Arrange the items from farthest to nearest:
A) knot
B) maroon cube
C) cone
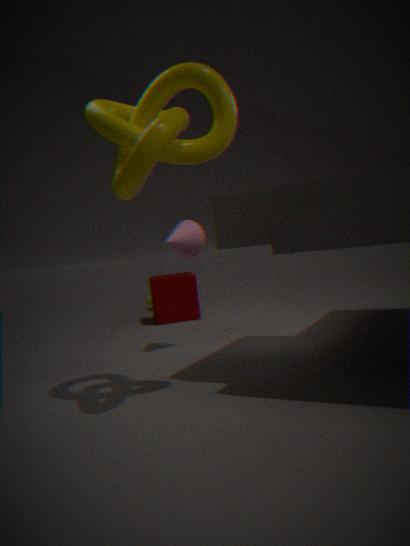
maroon cube → cone → knot
